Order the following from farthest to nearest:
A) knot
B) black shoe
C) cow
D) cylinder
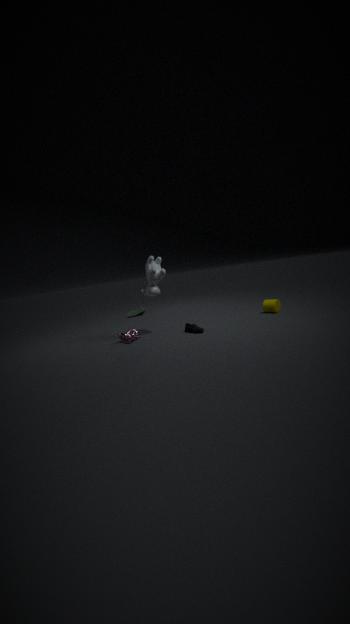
cylinder, cow, black shoe, knot
